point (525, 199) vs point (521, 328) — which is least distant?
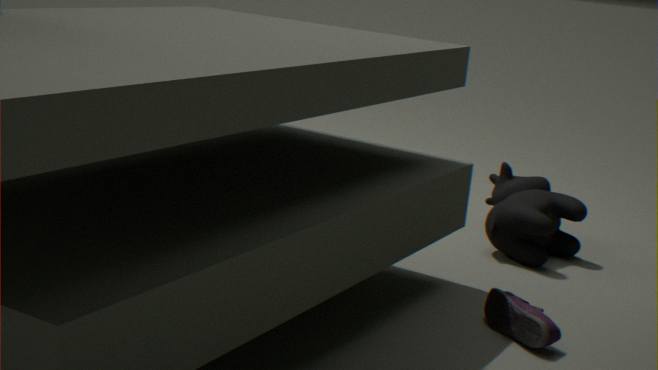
point (521, 328)
